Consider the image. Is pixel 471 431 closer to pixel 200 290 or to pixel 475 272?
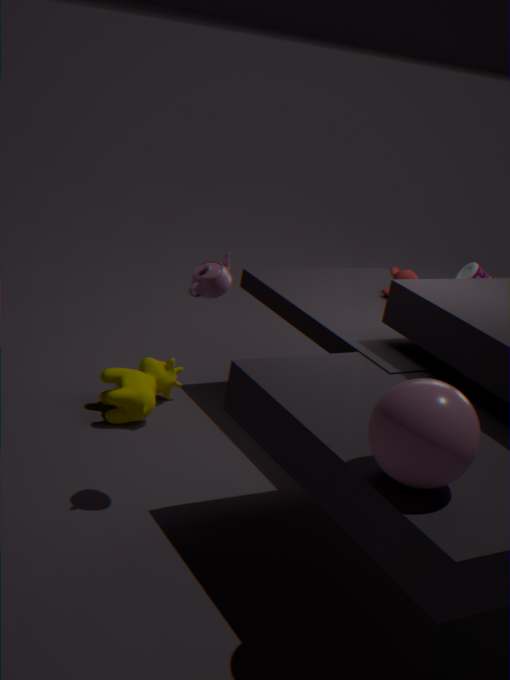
pixel 200 290
